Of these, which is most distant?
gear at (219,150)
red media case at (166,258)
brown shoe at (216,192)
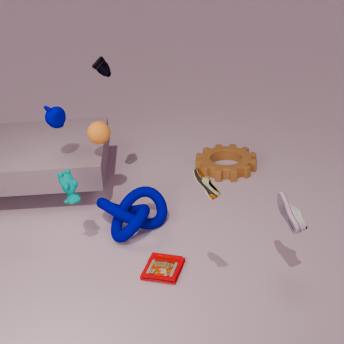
gear at (219,150)
